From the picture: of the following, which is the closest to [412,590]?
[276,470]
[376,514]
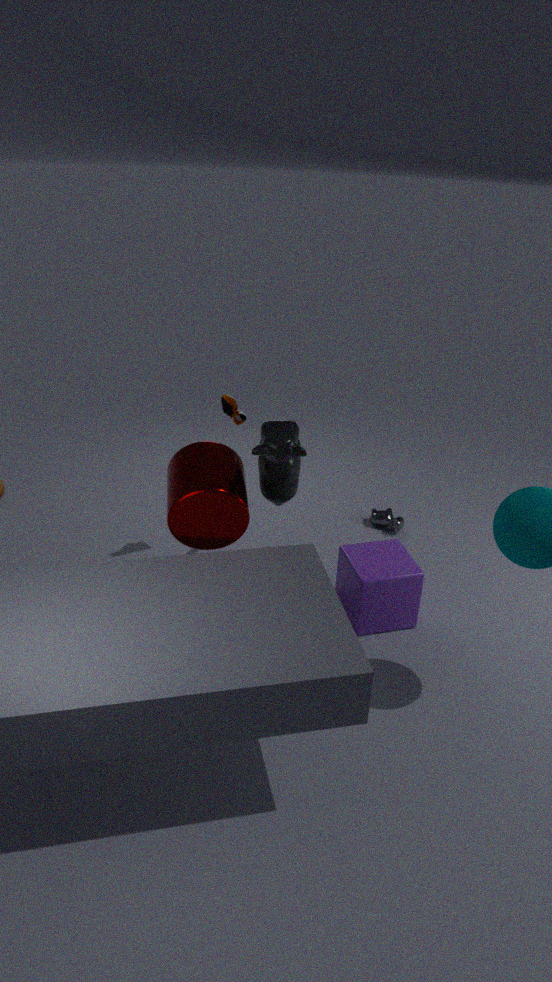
[376,514]
